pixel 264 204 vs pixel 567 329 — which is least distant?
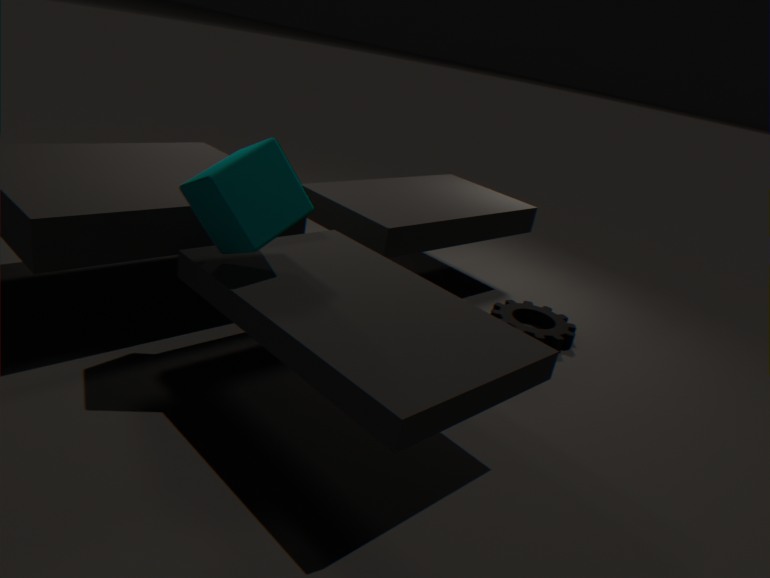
pixel 264 204
